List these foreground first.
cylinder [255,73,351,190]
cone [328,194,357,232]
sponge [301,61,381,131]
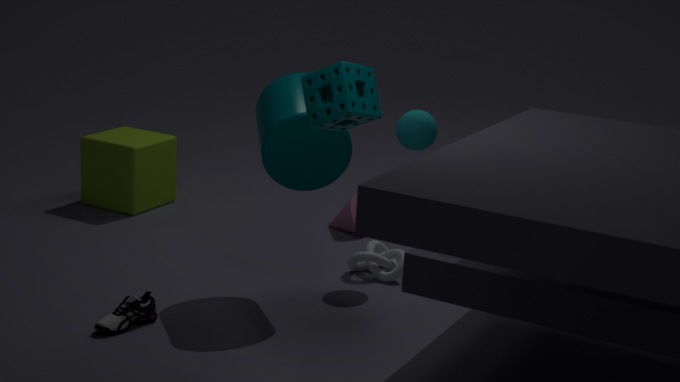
sponge [301,61,381,131], cylinder [255,73,351,190], cone [328,194,357,232]
